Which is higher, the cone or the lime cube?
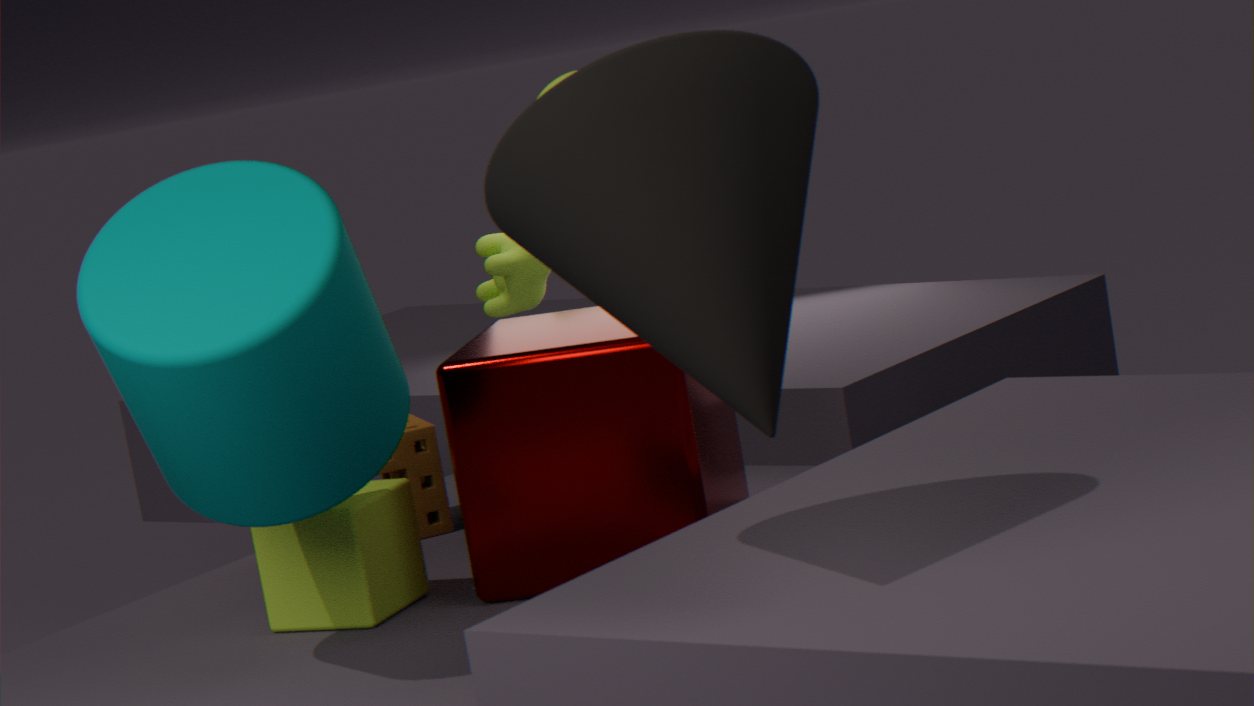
the cone
